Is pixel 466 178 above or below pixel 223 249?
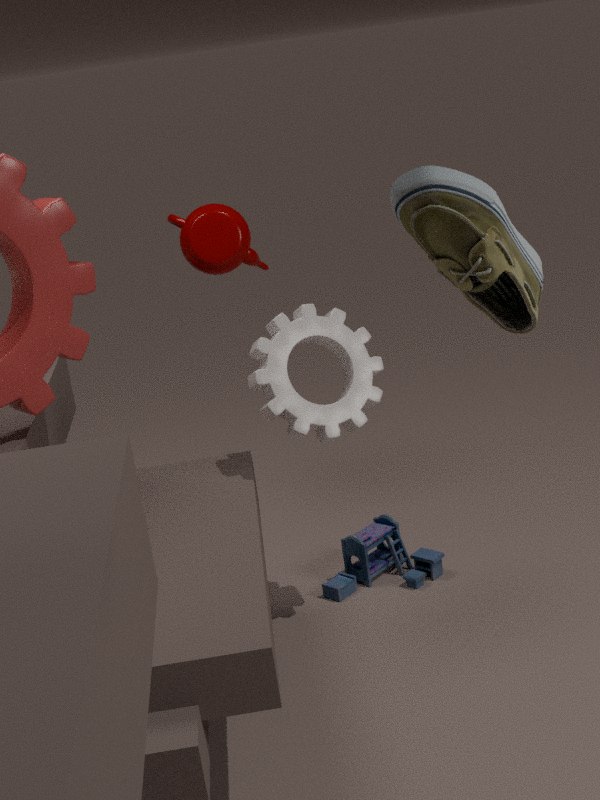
above
